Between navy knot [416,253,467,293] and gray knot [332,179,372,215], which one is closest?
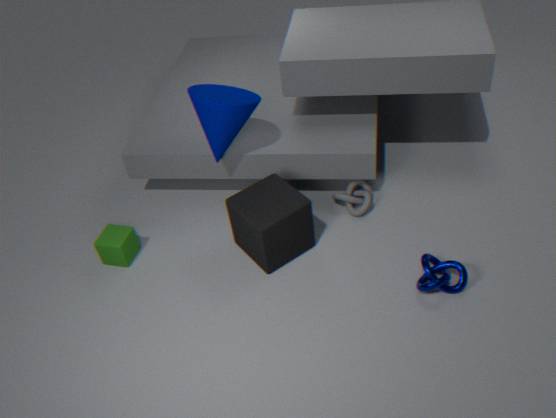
navy knot [416,253,467,293]
